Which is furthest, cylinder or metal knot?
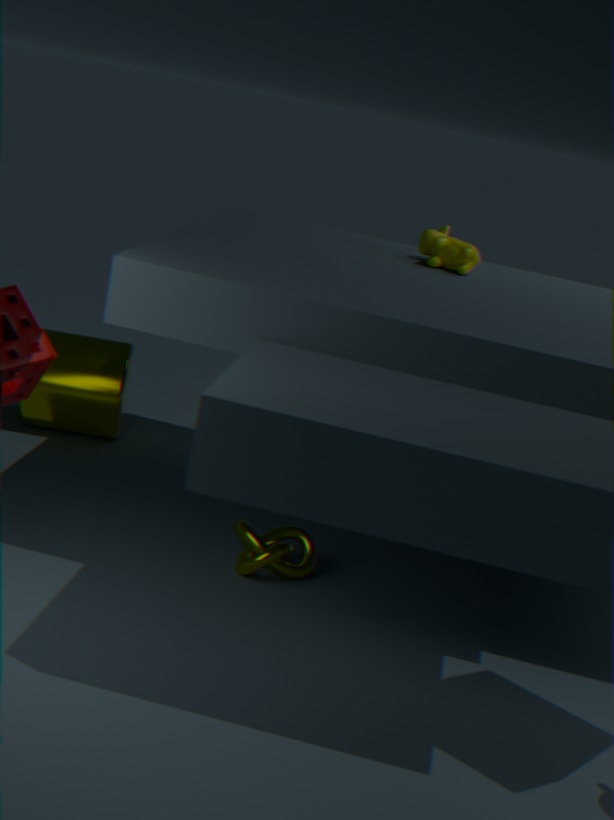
cylinder
